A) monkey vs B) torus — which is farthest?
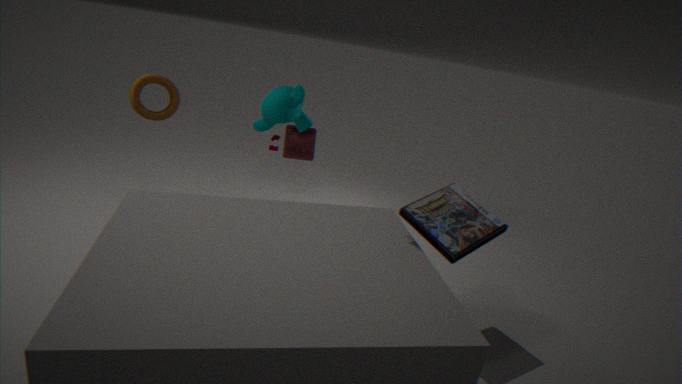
A. monkey
